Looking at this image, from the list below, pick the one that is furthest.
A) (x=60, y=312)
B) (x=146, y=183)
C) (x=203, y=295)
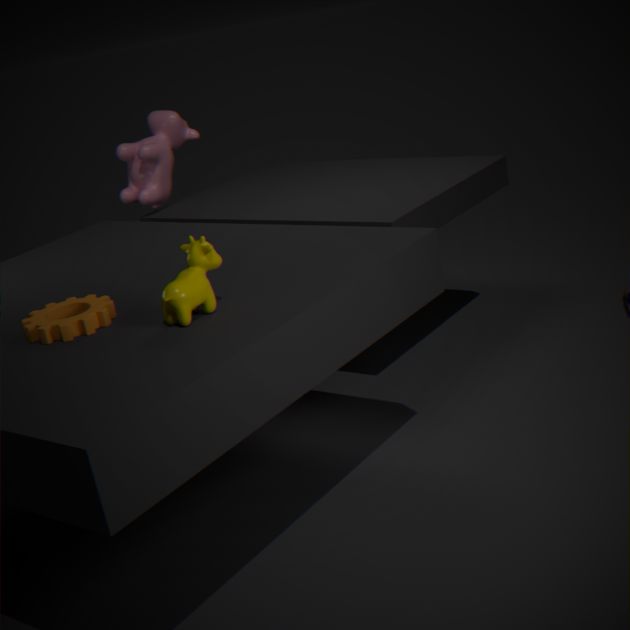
(x=146, y=183)
